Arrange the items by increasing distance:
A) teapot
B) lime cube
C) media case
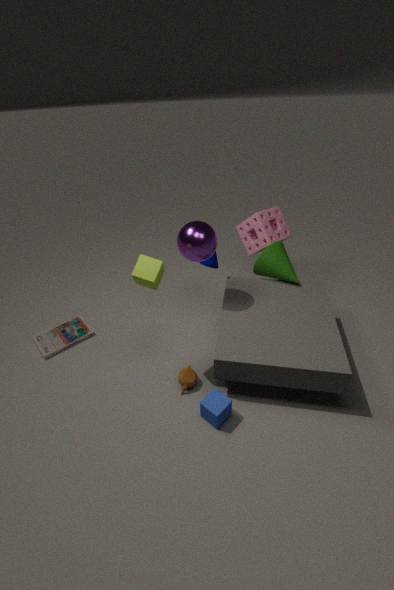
lime cube
teapot
media case
